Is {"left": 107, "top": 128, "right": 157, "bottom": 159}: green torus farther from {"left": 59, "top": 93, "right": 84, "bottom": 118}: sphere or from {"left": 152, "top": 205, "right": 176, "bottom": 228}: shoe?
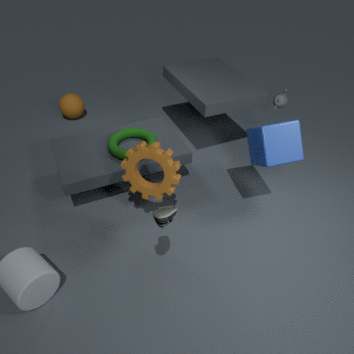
{"left": 59, "top": 93, "right": 84, "bottom": 118}: sphere
